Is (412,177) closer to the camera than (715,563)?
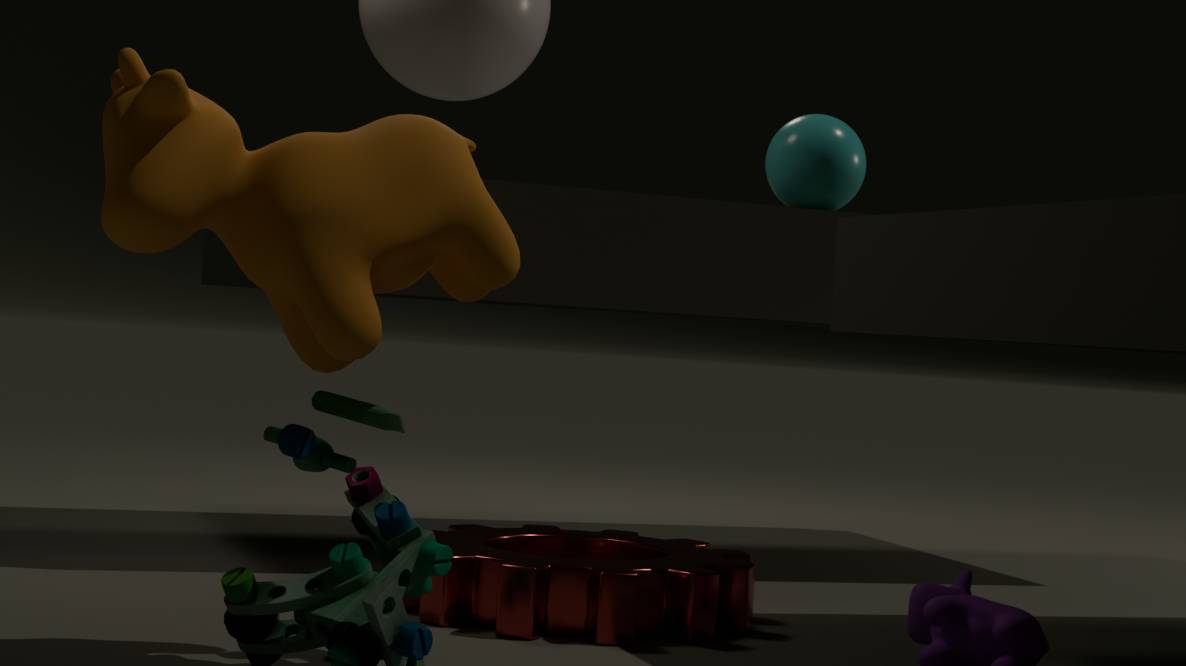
Yes
